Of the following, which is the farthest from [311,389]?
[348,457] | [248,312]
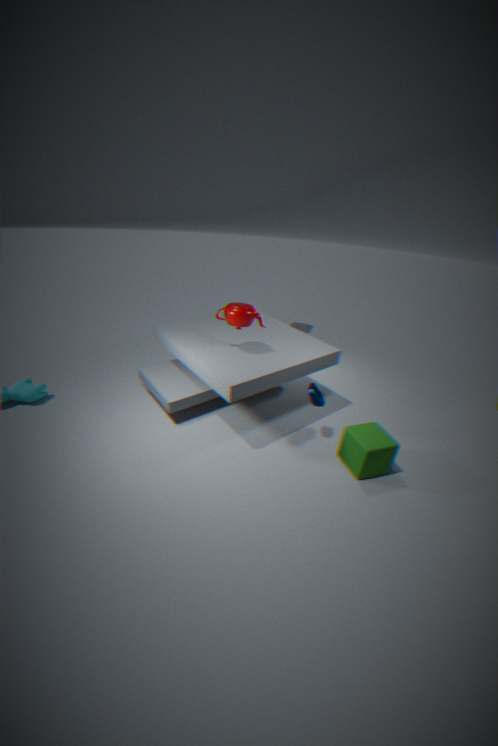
[248,312]
